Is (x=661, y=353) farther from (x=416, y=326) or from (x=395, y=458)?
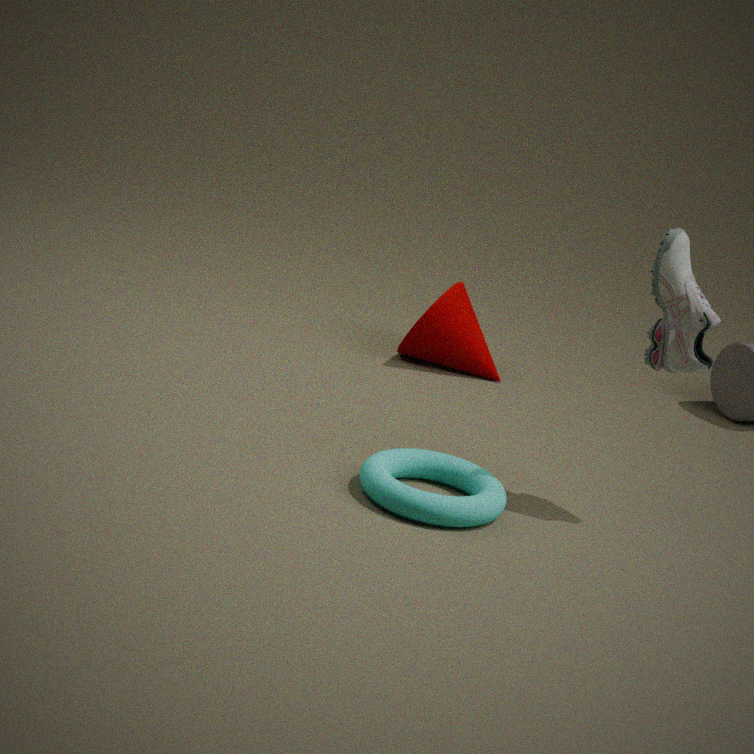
(x=416, y=326)
